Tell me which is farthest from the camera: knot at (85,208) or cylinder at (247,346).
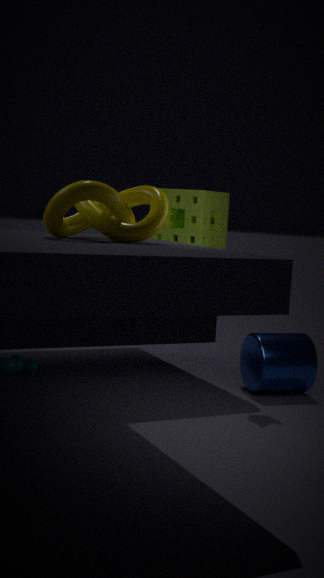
cylinder at (247,346)
